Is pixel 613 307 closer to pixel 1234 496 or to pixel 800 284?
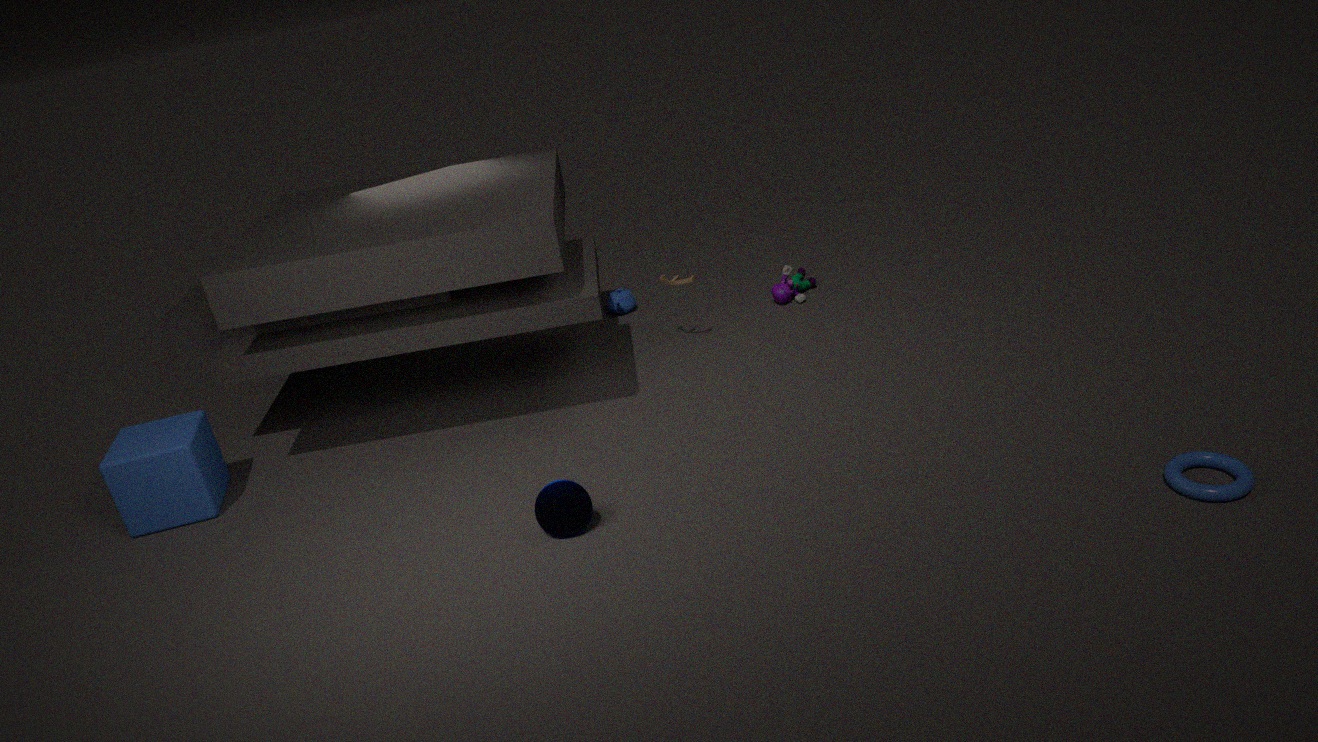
pixel 800 284
